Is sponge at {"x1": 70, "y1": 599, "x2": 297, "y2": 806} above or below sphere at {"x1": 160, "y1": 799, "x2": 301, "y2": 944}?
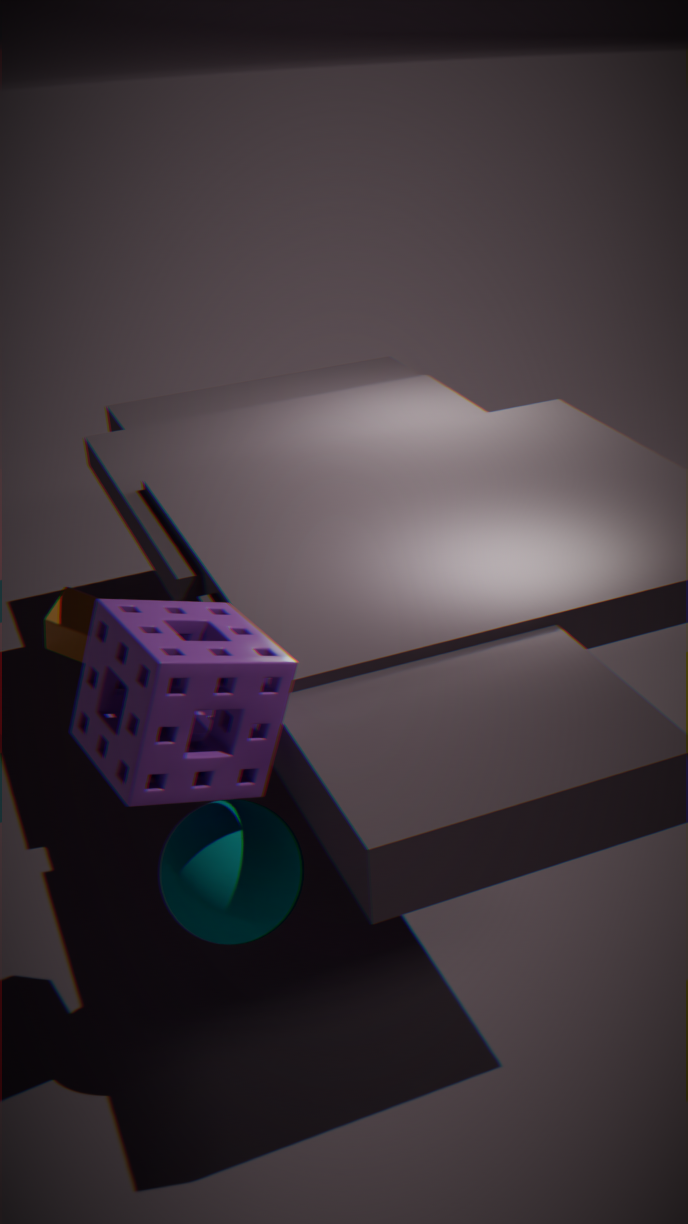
above
